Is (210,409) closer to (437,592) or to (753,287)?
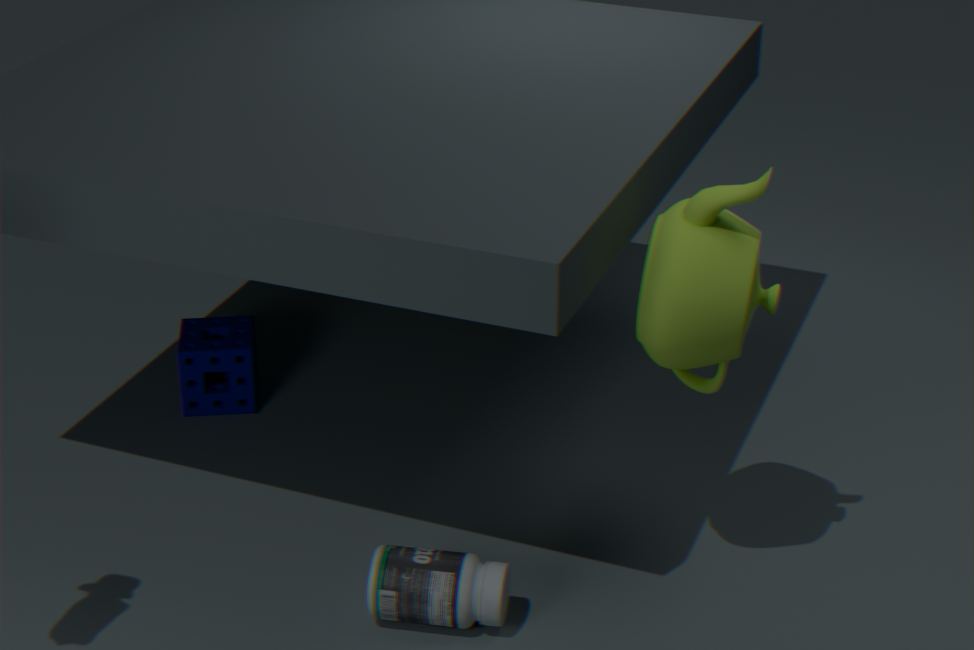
(437,592)
